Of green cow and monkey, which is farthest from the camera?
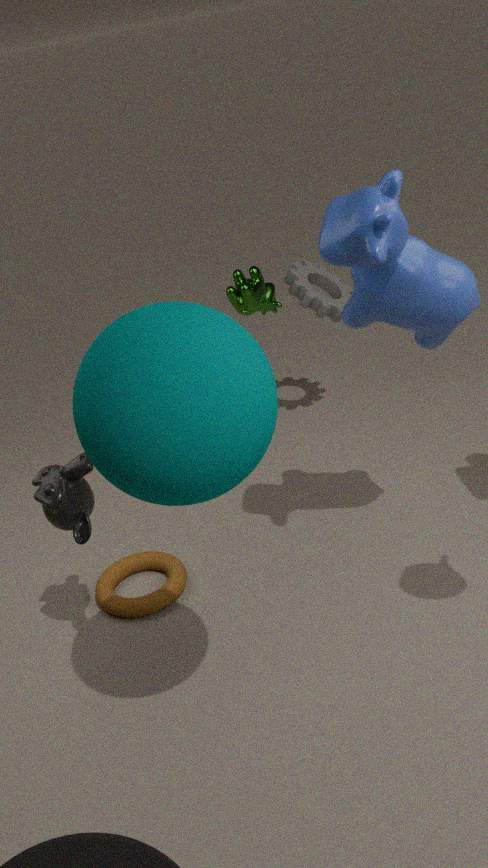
green cow
